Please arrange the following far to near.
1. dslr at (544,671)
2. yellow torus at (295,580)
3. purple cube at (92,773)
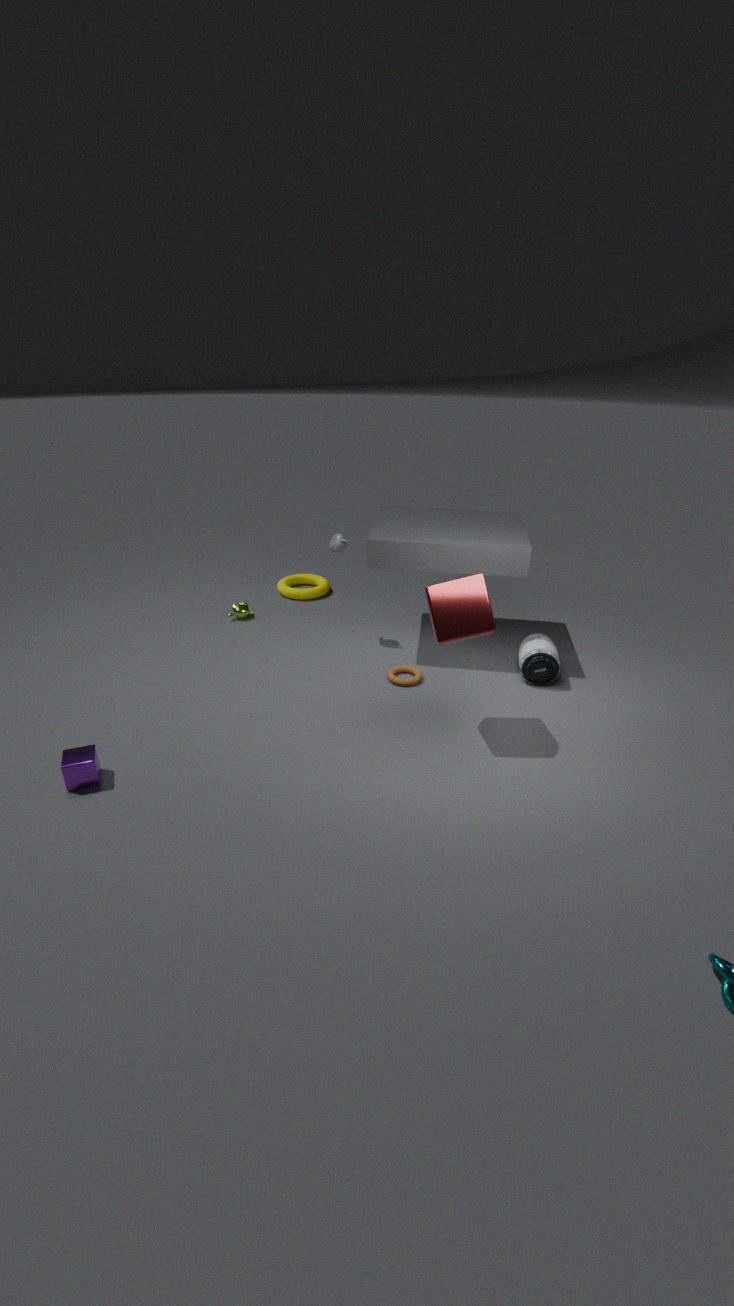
yellow torus at (295,580), dslr at (544,671), purple cube at (92,773)
